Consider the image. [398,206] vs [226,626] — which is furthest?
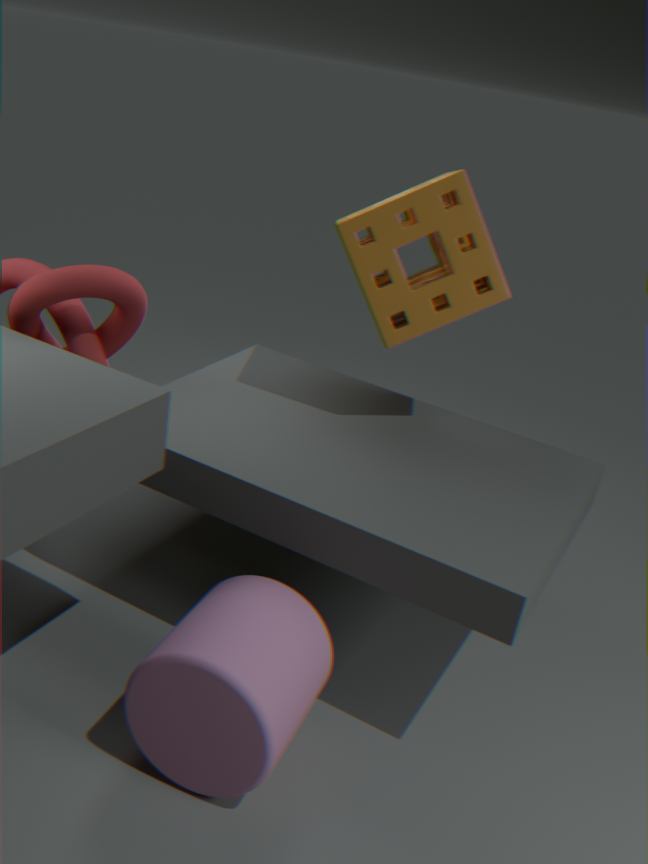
[398,206]
